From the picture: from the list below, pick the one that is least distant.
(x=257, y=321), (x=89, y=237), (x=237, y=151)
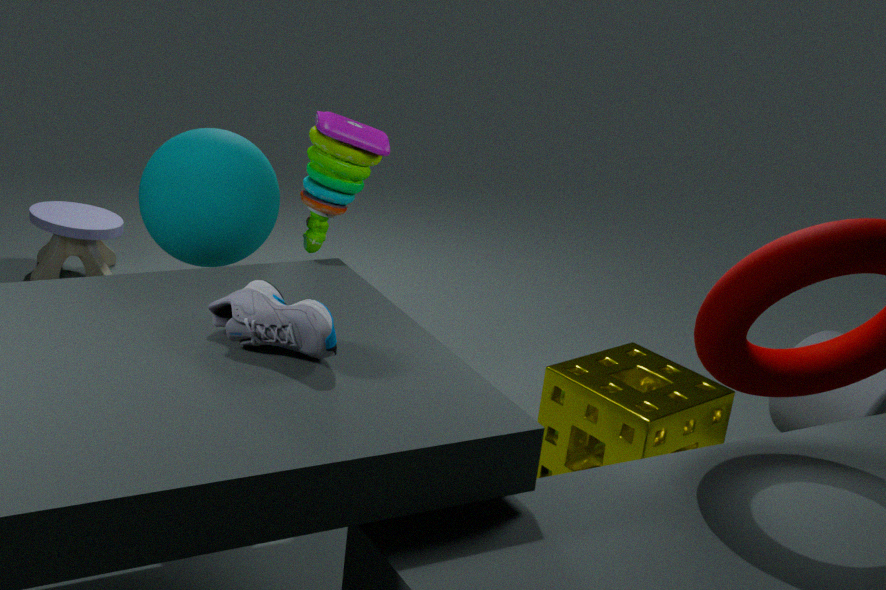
(x=257, y=321)
